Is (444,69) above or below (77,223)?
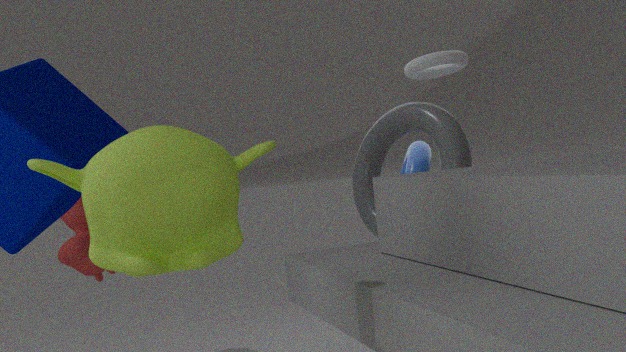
above
